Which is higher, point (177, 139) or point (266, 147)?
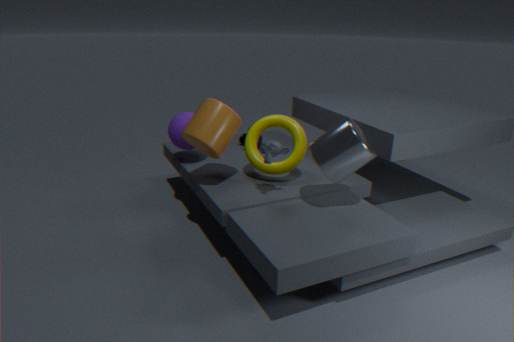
point (266, 147)
